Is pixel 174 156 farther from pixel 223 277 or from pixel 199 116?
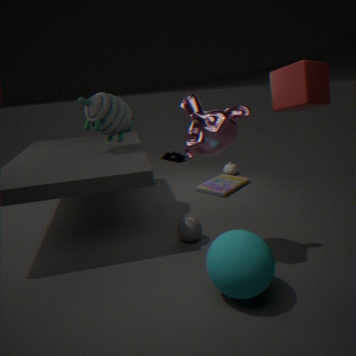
pixel 223 277
